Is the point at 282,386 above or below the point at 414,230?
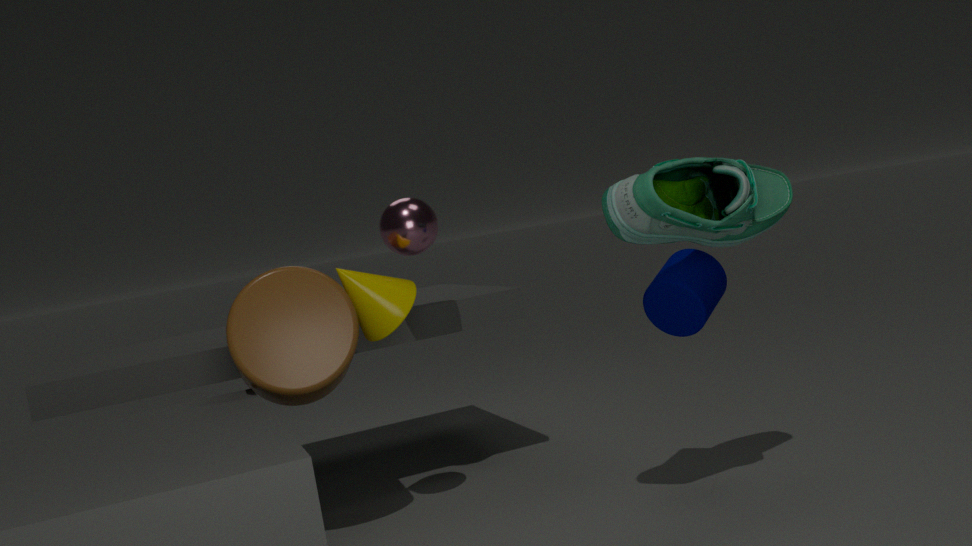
below
